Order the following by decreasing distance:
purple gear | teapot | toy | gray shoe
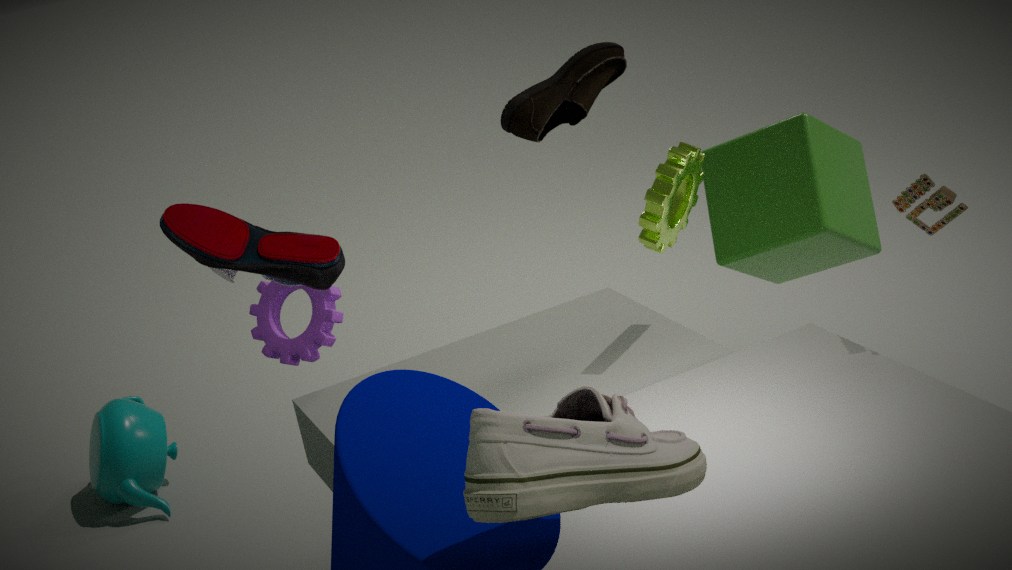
teapot, purple gear, toy, gray shoe
